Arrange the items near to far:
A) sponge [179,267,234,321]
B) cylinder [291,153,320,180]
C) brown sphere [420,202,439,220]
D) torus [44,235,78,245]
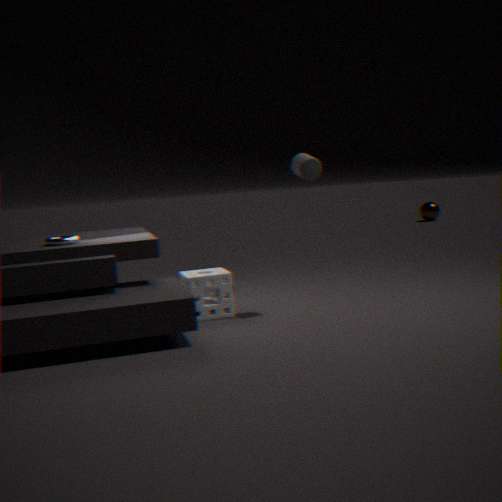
cylinder [291,153,320,180] < torus [44,235,78,245] < sponge [179,267,234,321] < brown sphere [420,202,439,220]
